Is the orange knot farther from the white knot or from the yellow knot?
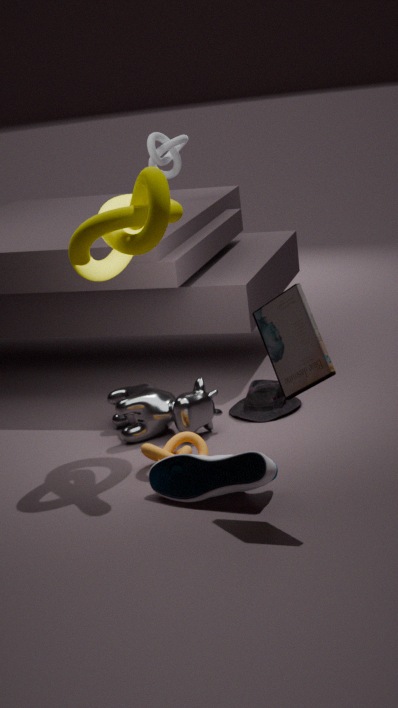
the white knot
